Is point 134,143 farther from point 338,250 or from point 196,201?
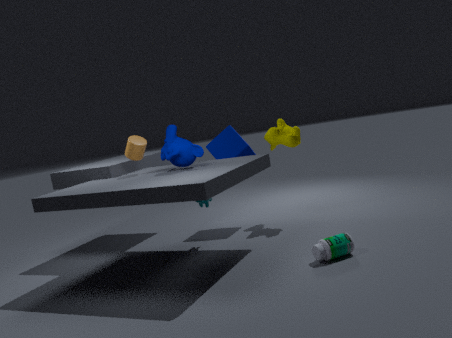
point 338,250
